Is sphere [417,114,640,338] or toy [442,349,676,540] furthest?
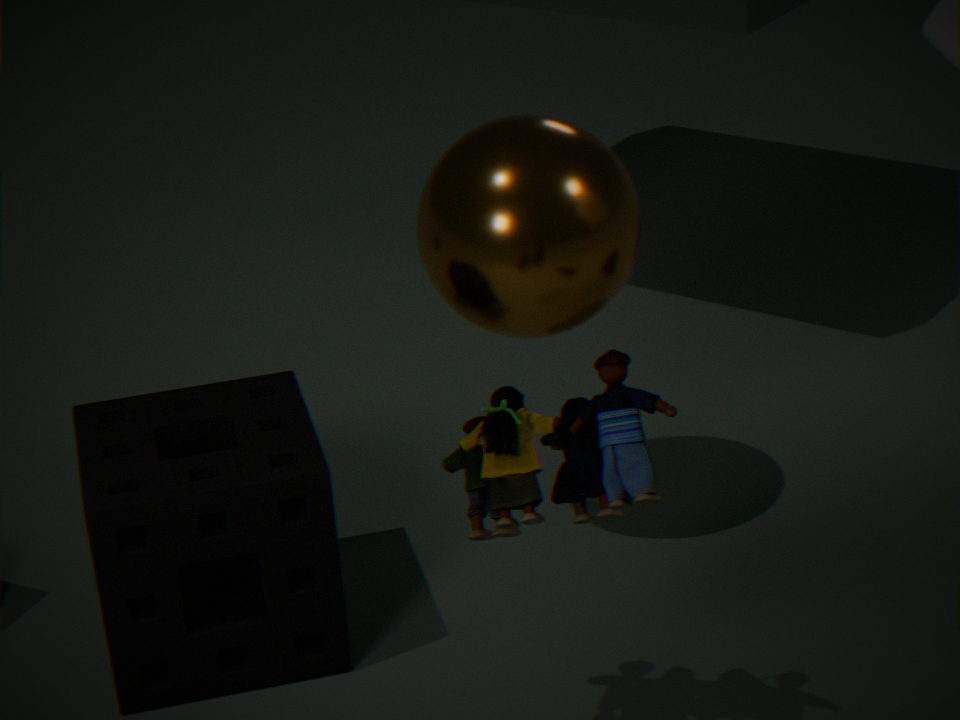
sphere [417,114,640,338]
